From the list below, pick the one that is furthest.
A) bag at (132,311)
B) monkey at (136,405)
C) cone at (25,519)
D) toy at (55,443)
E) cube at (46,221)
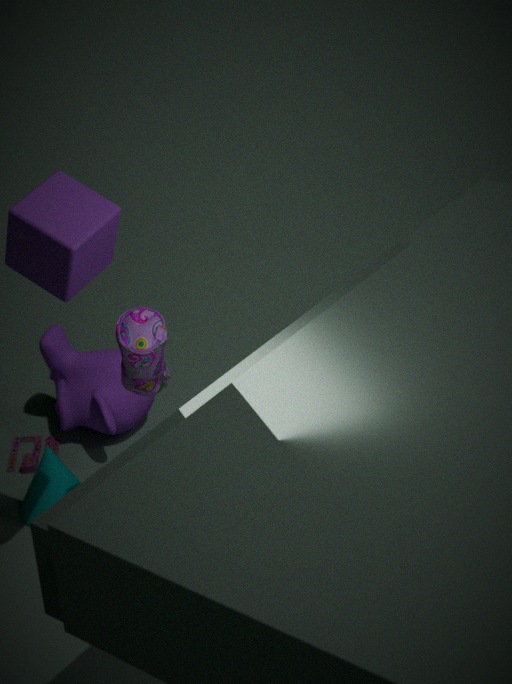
monkey at (136,405)
